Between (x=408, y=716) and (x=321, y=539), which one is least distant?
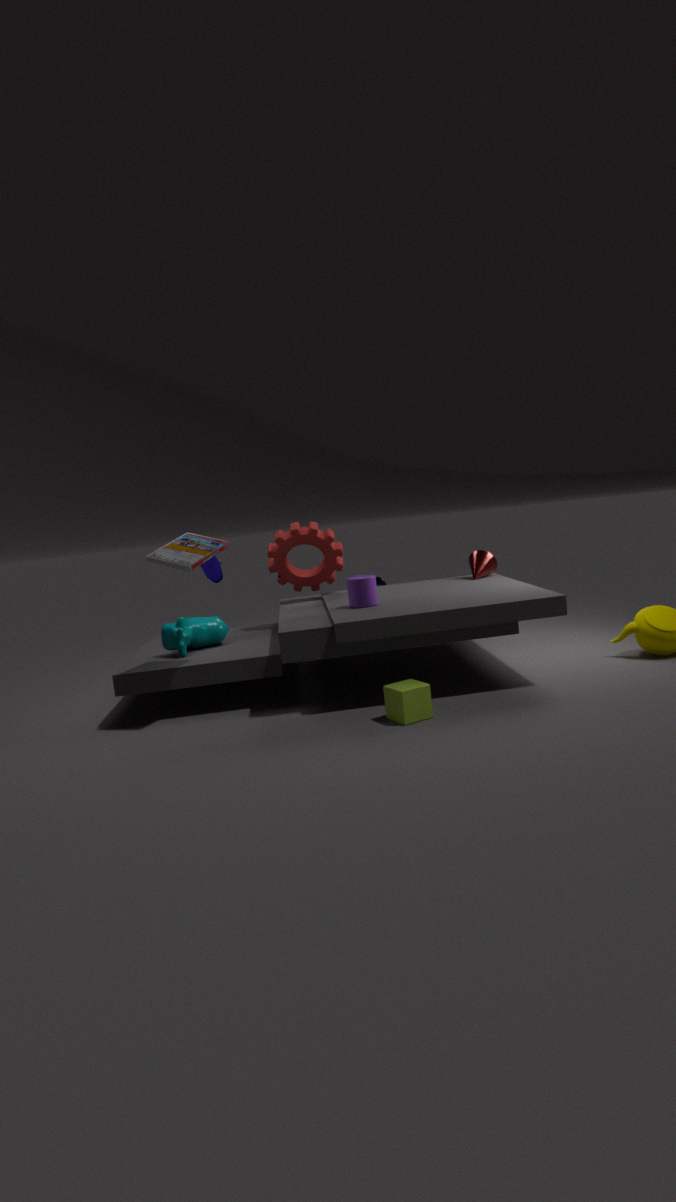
(x=408, y=716)
